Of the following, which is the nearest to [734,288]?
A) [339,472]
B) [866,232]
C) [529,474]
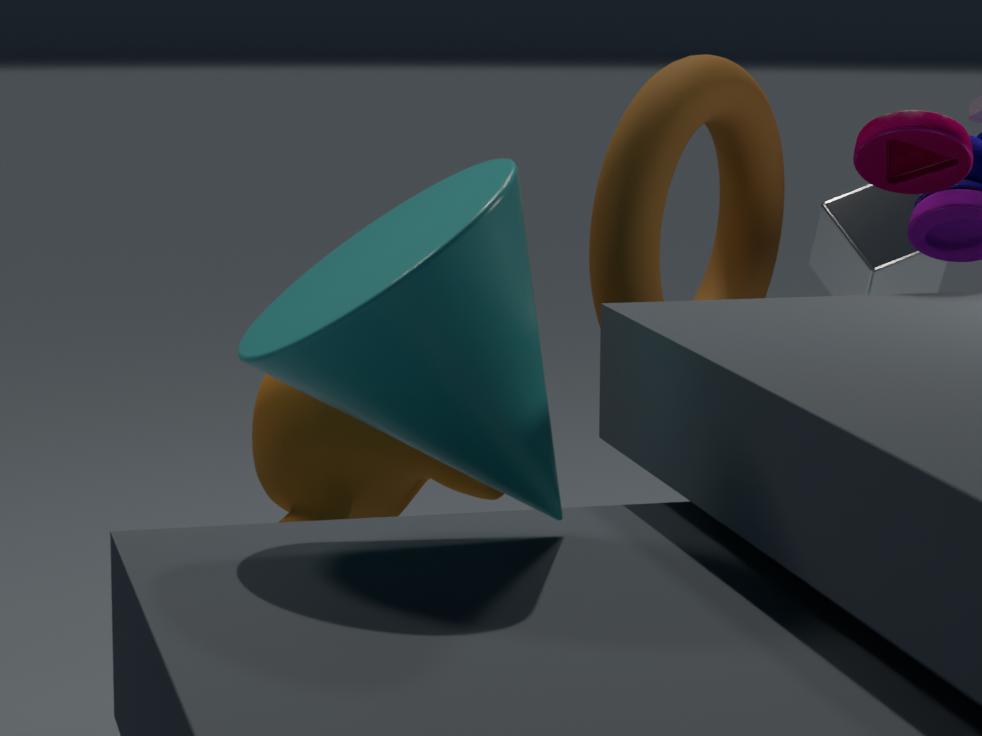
[339,472]
